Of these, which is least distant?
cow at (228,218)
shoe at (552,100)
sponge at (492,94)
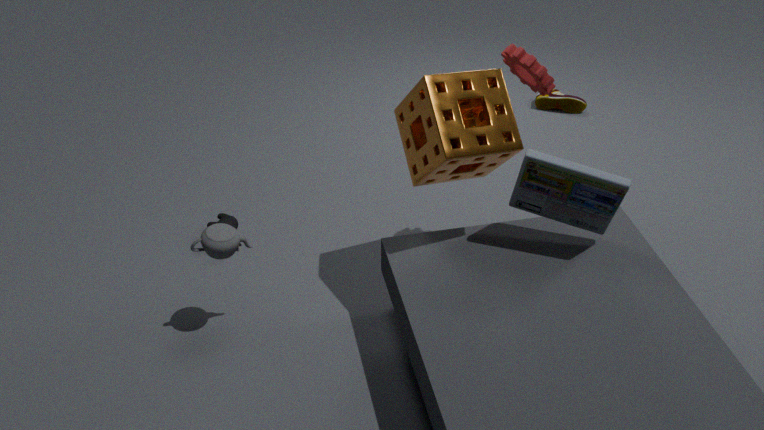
sponge at (492,94)
